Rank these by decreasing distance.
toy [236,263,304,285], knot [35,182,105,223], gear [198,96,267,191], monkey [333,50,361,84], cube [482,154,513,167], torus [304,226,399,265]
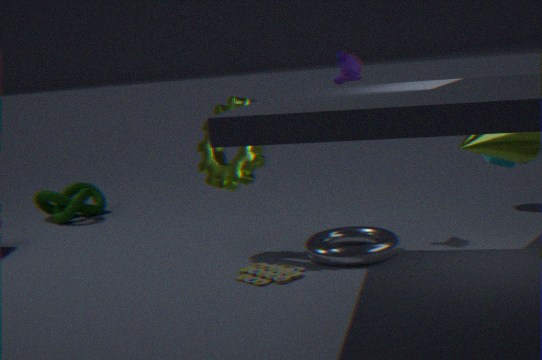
knot [35,182,105,223] < cube [482,154,513,167] < monkey [333,50,361,84] < gear [198,96,267,191] < torus [304,226,399,265] < toy [236,263,304,285]
